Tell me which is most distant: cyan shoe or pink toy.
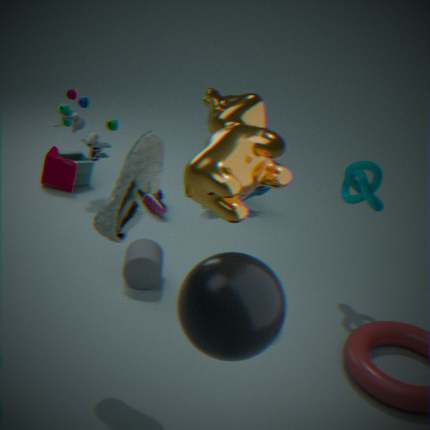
pink toy
